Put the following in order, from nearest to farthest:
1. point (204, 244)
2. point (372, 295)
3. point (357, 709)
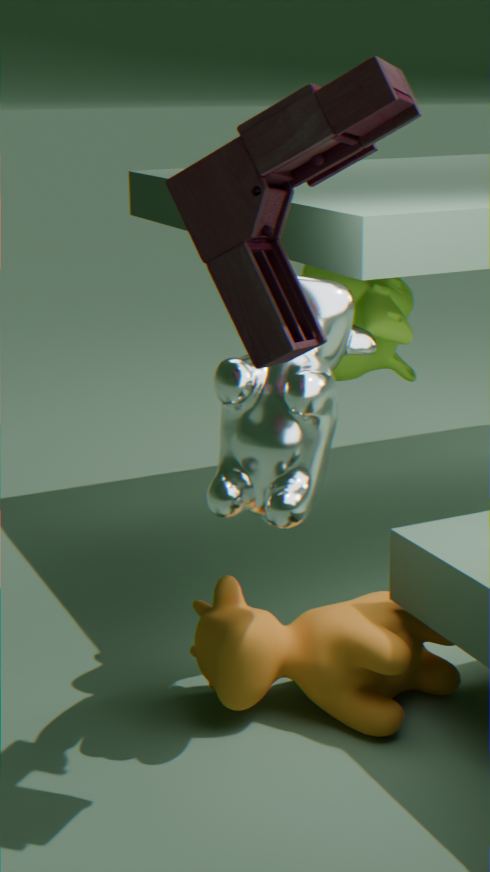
point (204, 244)
point (357, 709)
point (372, 295)
